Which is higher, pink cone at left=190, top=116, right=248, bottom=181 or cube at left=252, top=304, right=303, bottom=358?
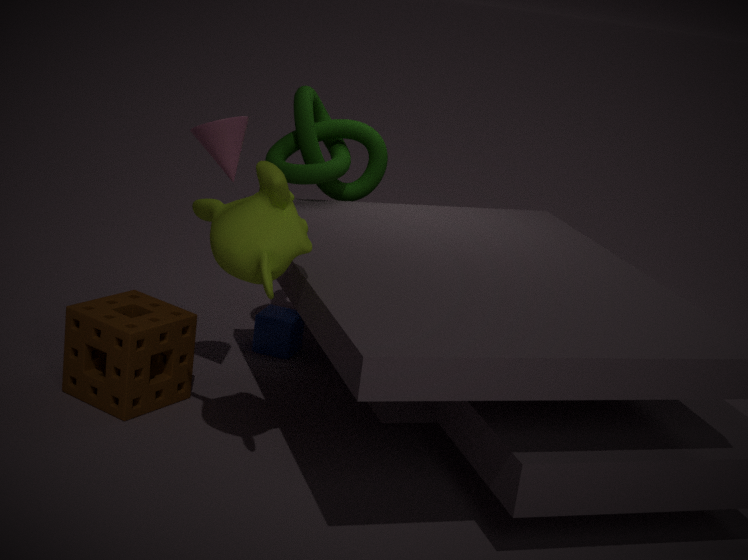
pink cone at left=190, top=116, right=248, bottom=181
